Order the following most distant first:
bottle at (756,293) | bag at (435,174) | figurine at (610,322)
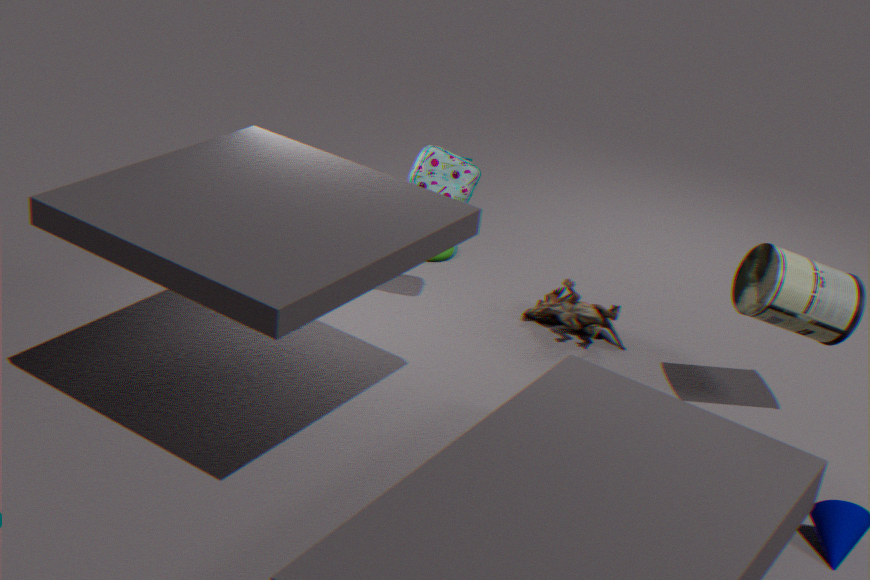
figurine at (610,322), bag at (435,174), bottle at (756,293)
